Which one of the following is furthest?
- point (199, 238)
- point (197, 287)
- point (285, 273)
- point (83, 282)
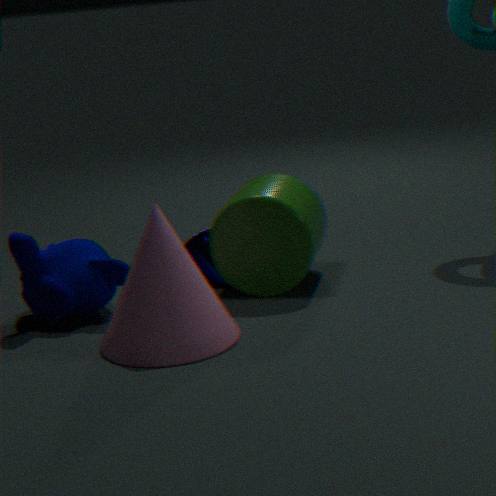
point (199, 238)
